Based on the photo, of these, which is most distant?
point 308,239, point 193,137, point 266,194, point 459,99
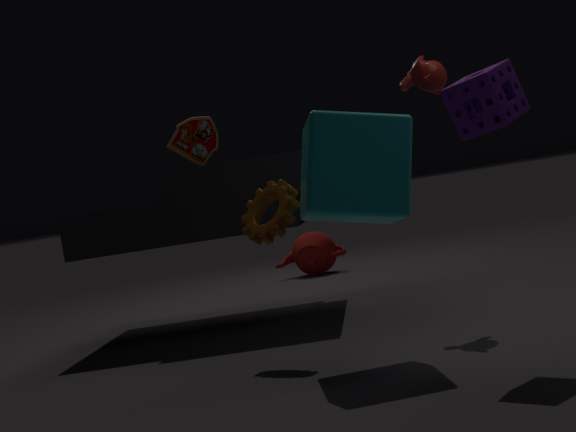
point 308,239
